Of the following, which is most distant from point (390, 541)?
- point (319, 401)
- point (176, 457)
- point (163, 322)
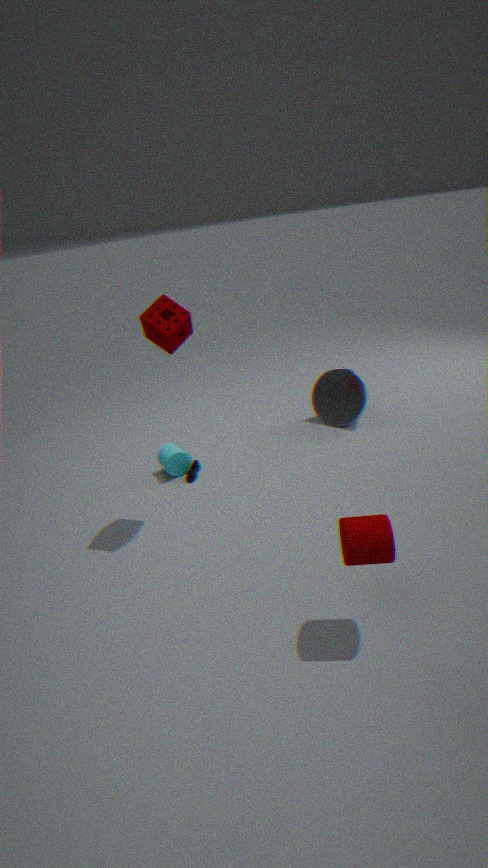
point (319, 401)
